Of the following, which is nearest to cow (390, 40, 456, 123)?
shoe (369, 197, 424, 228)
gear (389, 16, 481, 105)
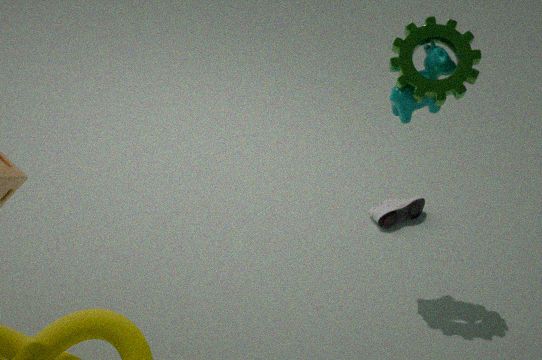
gear (389, 16, 481, 105)
